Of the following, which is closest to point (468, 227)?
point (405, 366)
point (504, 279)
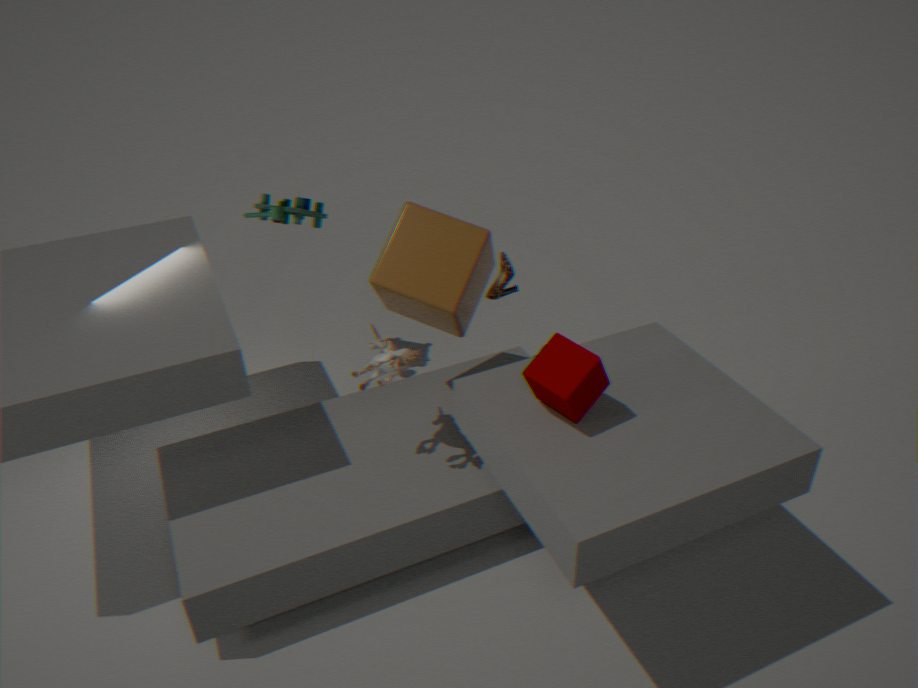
point (405, 366)
